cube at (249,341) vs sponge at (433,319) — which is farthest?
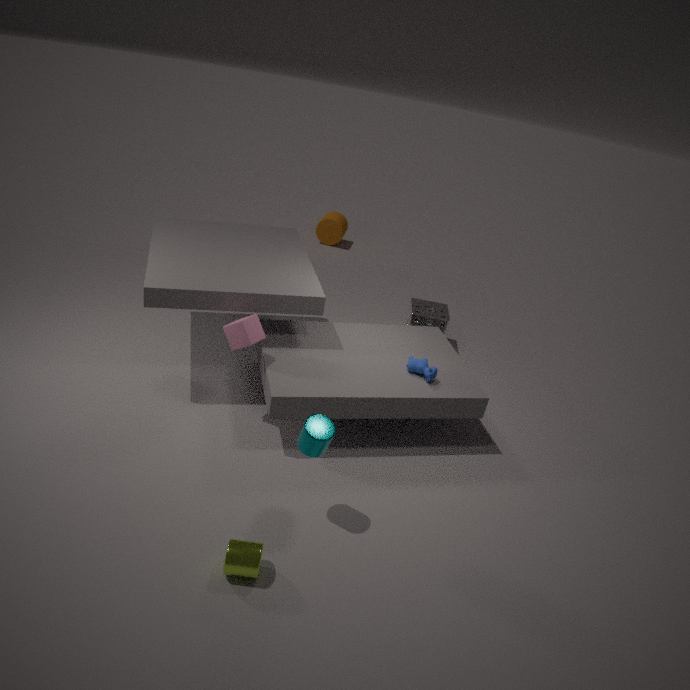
sponge at (433,319)
